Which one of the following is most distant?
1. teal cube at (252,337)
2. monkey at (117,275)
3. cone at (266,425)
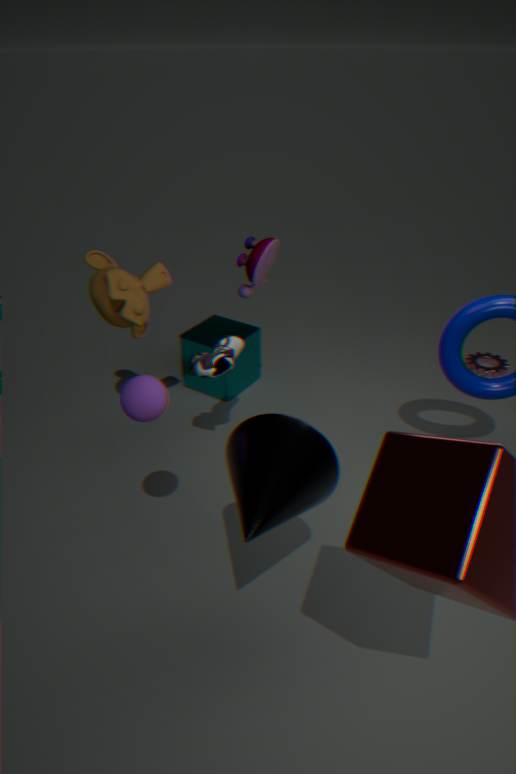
teal cube at (252,337)
